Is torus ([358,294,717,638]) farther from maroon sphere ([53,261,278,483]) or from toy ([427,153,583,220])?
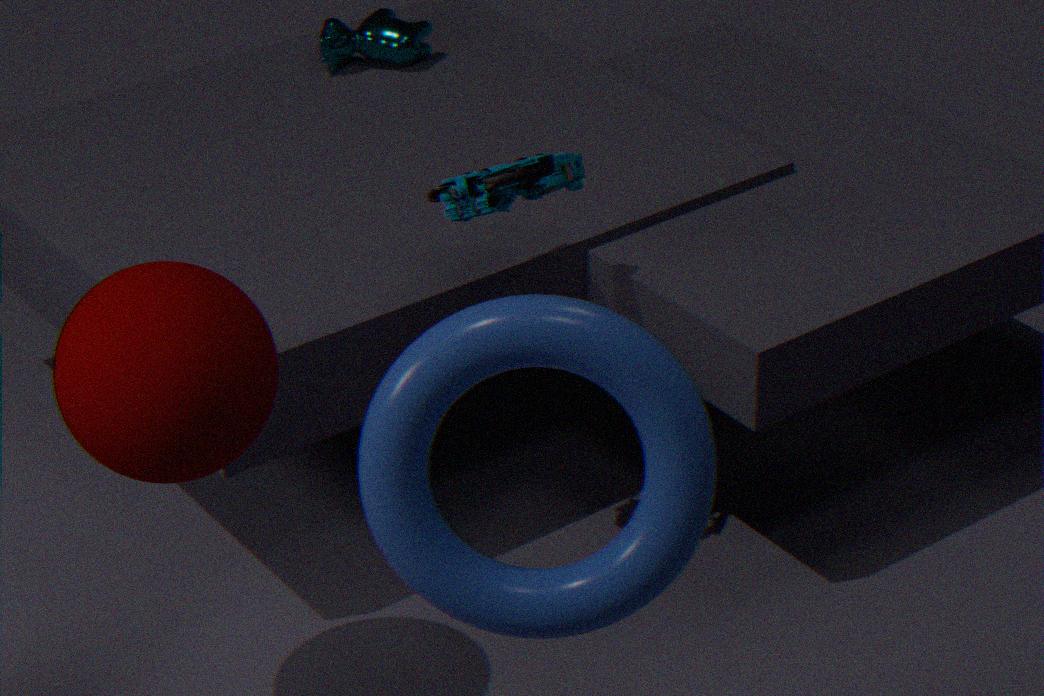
toy ([427,153,583,220])
